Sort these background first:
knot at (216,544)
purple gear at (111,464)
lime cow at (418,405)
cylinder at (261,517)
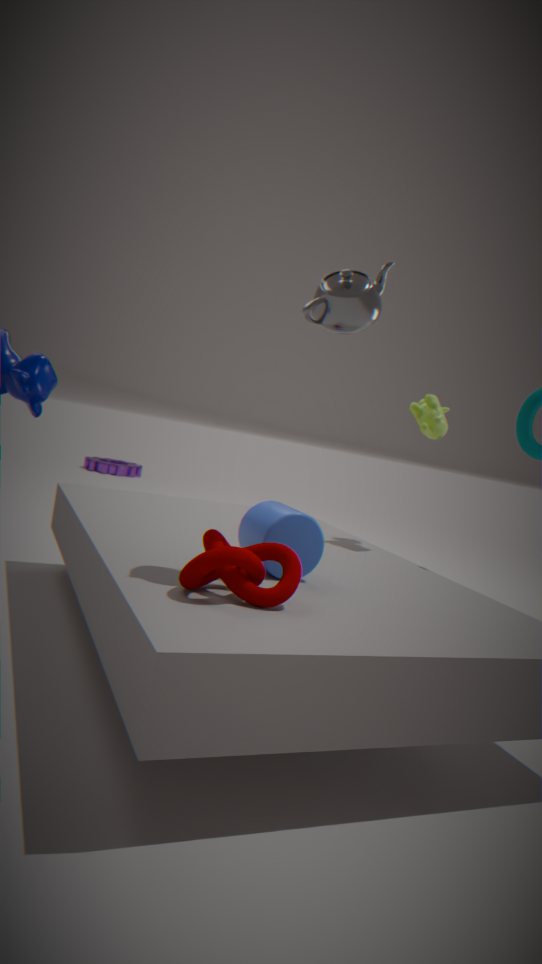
purple gear at (111,464) < lime cow at (418,405) < cylinder at (261,517) < knot at (216,544)
